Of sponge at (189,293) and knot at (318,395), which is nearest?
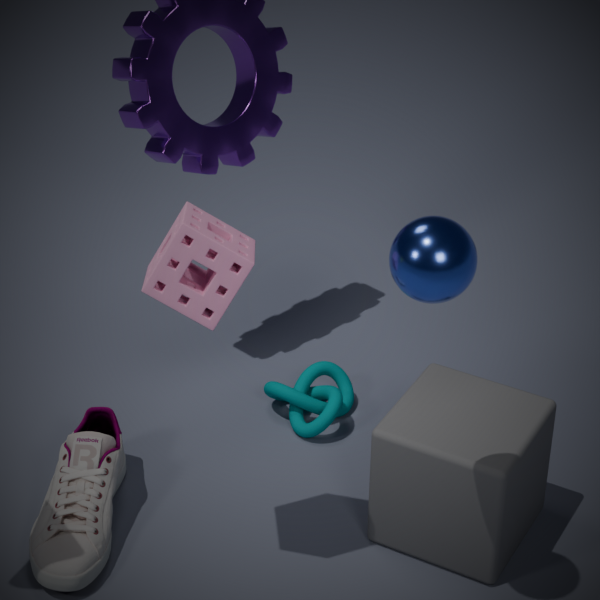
sponge at (189,293)
